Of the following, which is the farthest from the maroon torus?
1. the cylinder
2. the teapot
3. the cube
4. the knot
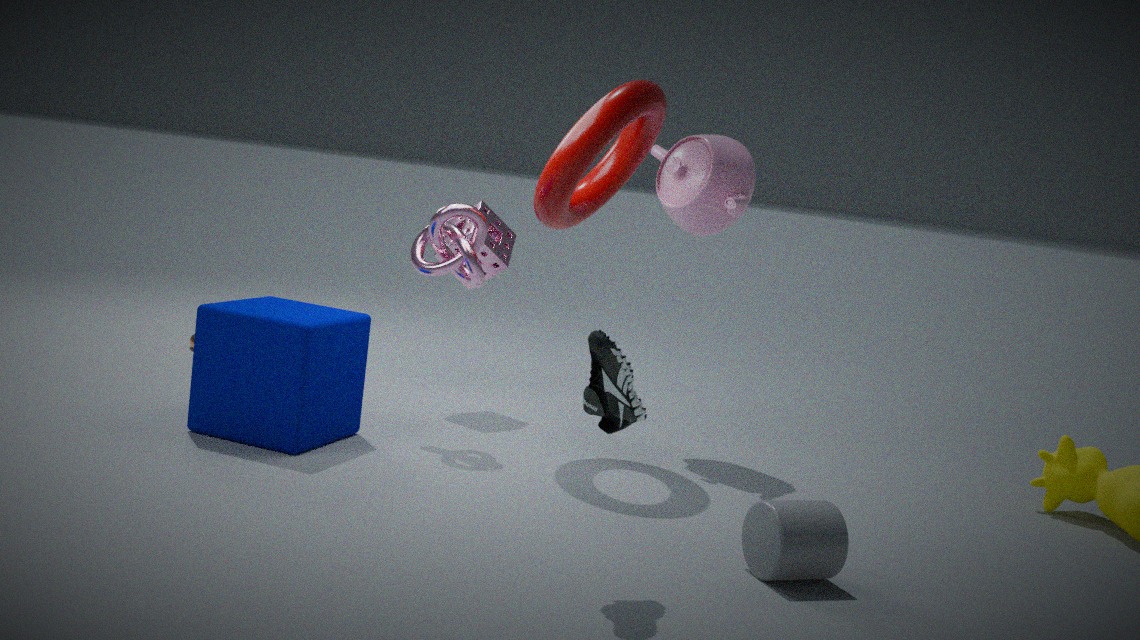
the cylinder
